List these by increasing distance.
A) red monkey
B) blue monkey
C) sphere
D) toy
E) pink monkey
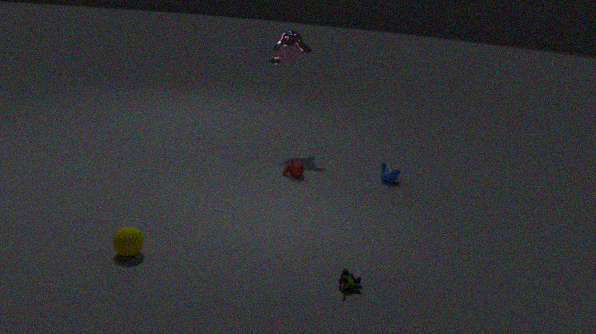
toy, sphere, red monkey, blue monkey, pink monkey
